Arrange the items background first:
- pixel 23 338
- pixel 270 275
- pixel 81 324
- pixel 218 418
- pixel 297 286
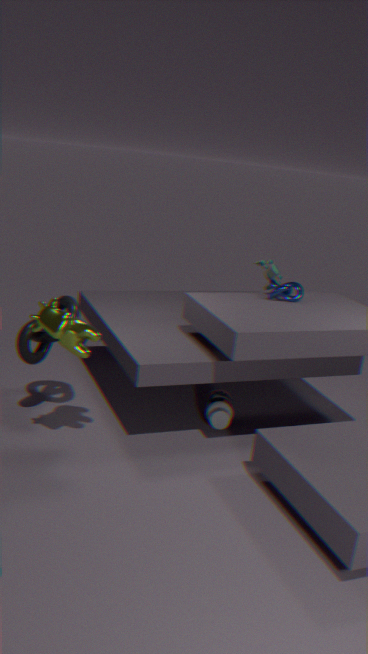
pixel 270 275
pixel 297 286
pixel 218 418
pixel 23 338
pixel 81 324
